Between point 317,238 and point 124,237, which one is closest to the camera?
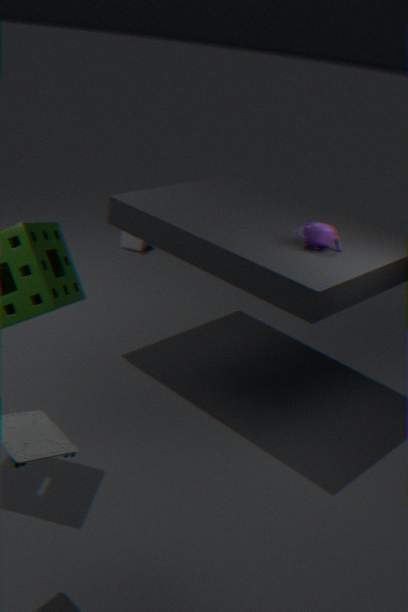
point 317,238
